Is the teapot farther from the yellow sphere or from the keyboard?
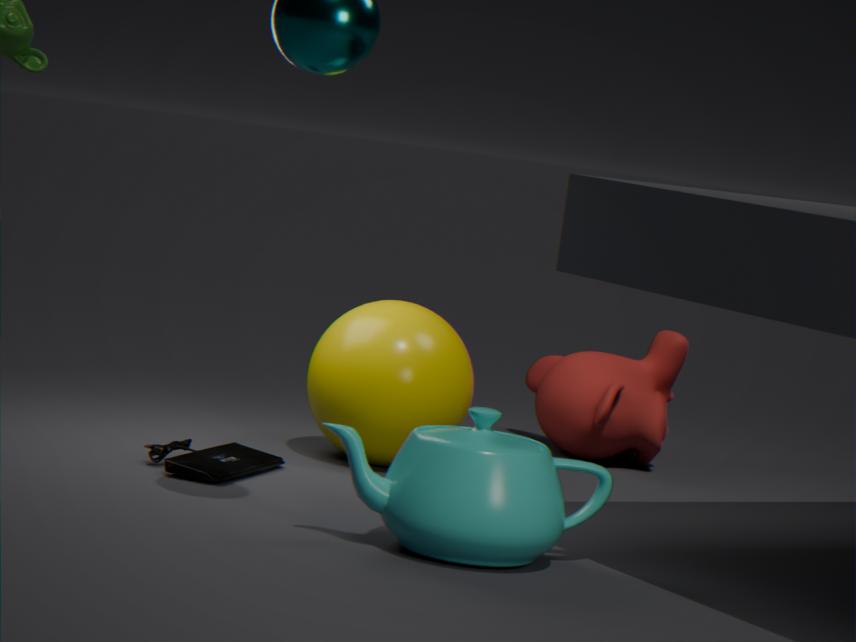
the yellow sphere
